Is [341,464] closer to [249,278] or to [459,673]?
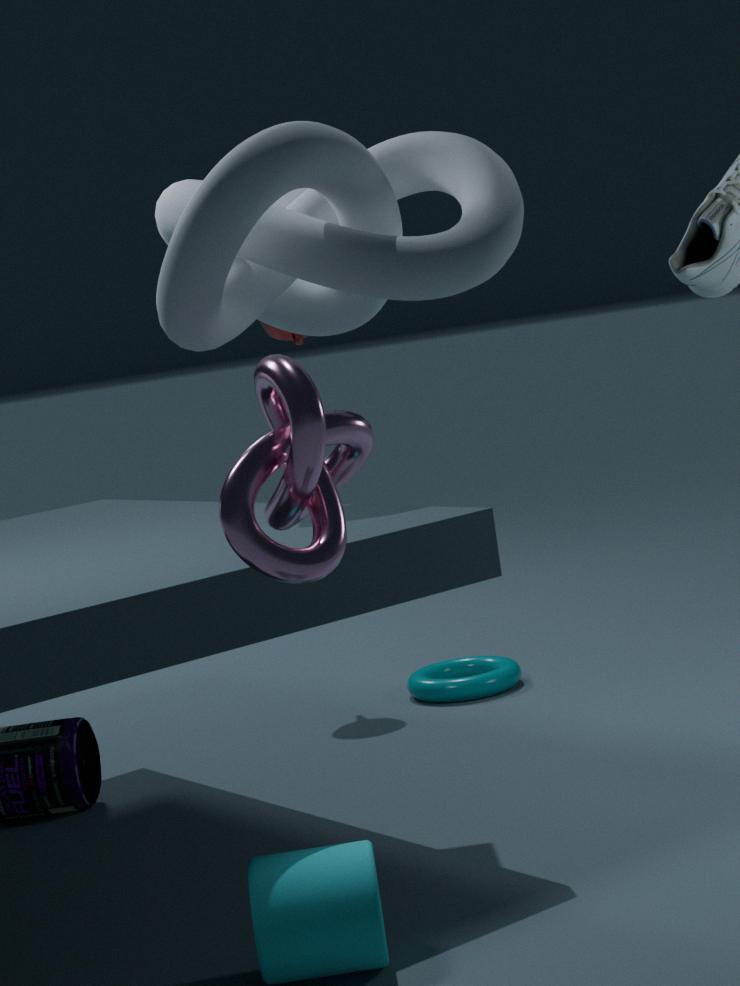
[249,278]
